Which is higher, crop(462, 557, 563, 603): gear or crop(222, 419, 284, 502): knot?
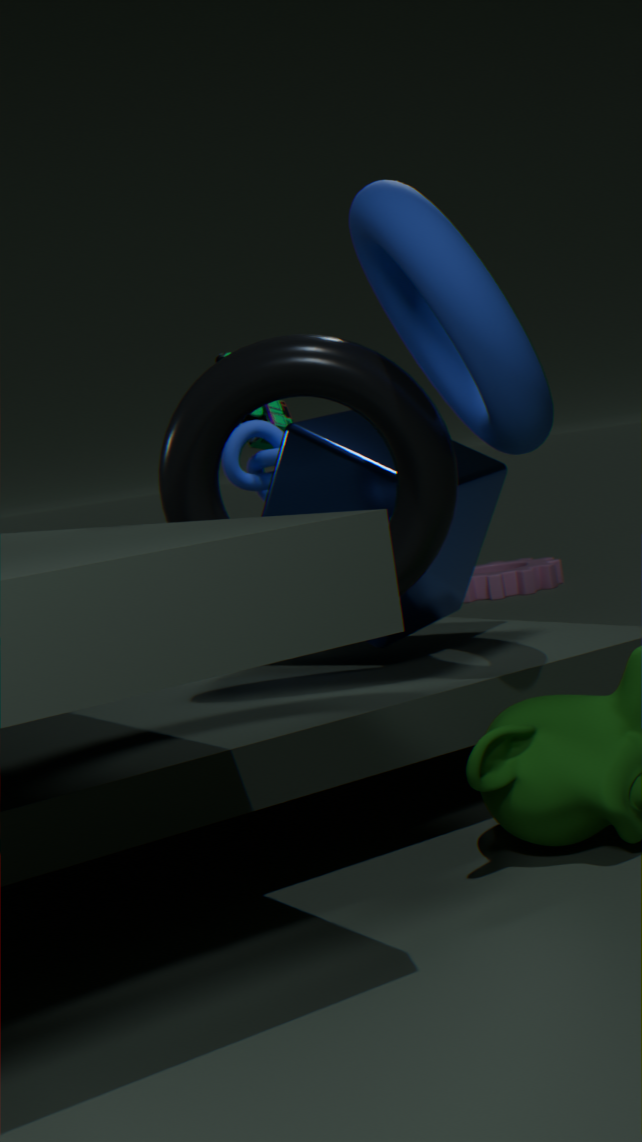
crop(222, 419, 284, 502): knot
